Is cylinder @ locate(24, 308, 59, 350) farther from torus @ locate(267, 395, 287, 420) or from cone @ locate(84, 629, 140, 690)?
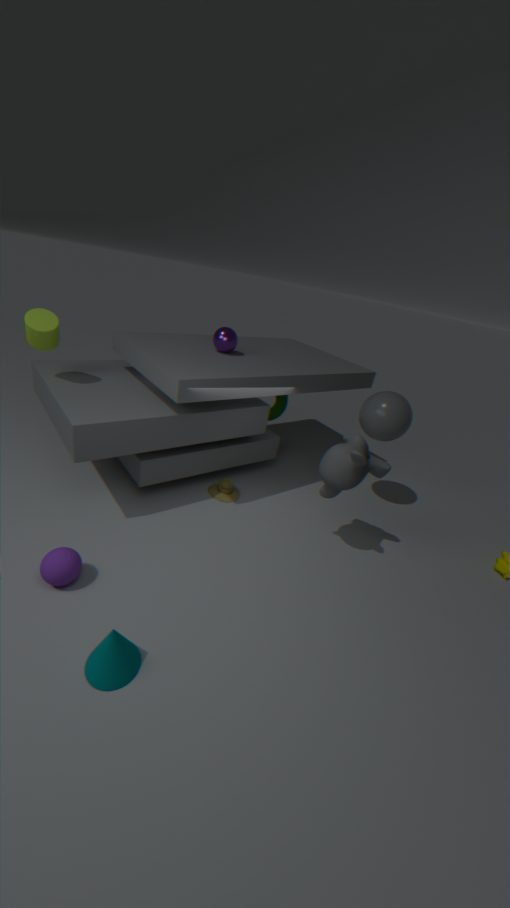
cone @ locate(84, 629, 140, 690)
